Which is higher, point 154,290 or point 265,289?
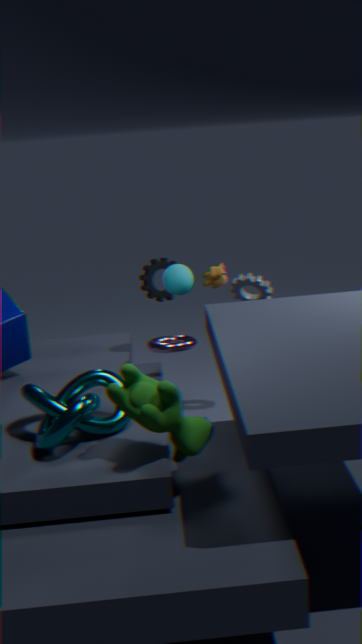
point 154,290
